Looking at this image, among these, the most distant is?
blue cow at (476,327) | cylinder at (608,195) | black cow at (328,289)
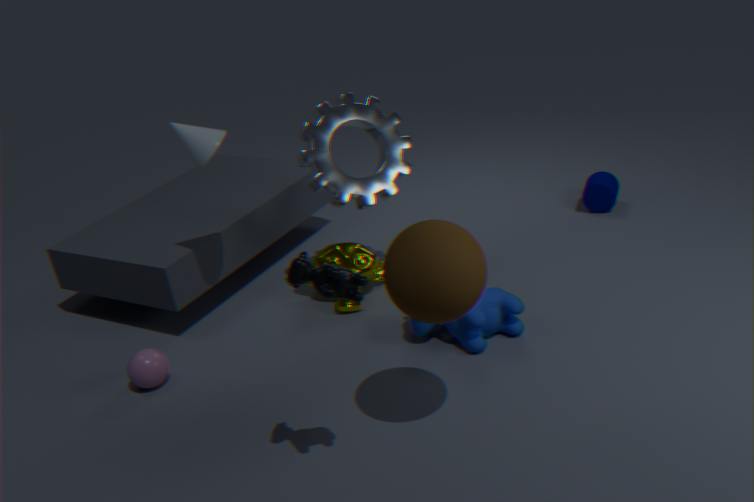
cylinder at (608,195)
